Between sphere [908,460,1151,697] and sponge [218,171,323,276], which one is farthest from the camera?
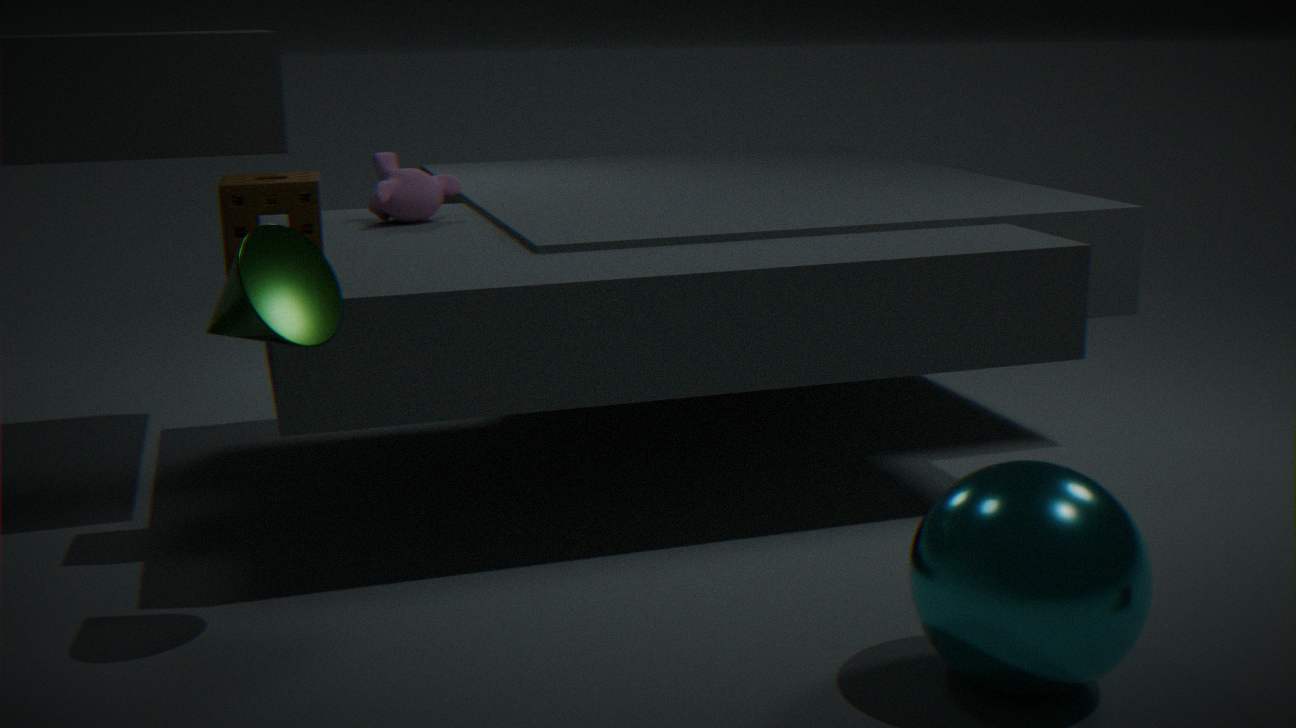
sponge [218,171,323,276]
